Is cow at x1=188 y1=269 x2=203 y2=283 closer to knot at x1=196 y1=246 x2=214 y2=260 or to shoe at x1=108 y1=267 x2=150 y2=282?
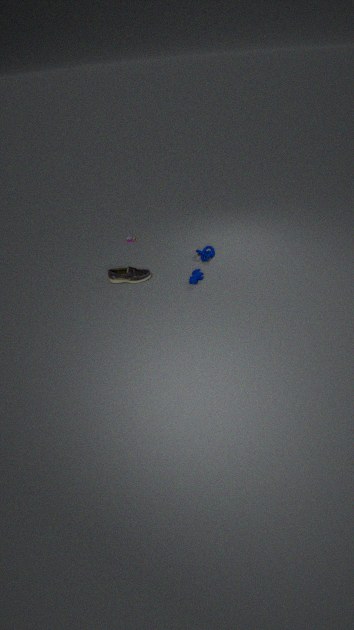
knot at x1=196 y1=246 x2=214 y2=260
